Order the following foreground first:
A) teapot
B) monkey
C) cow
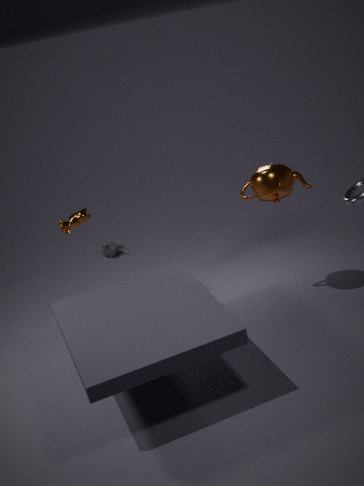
teapot → cow → monkey
